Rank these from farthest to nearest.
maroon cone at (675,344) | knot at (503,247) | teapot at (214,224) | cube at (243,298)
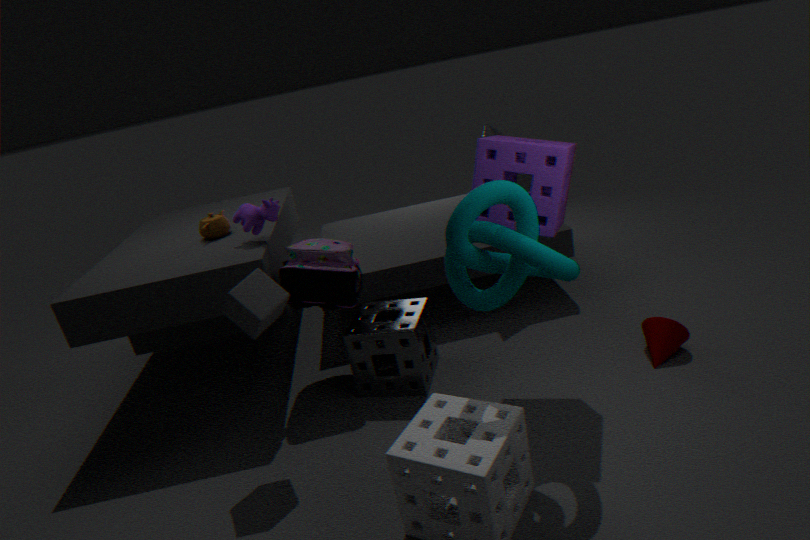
teapot at (214,224) < maroon cone at (675,344) < cube at (243,298) < knot at (503,247)
